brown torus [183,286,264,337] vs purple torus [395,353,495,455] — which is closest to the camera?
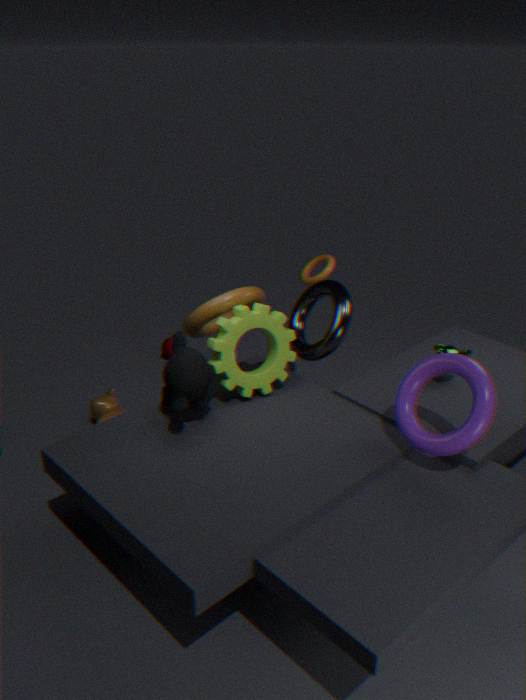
purple torus [395,353,495,455]
